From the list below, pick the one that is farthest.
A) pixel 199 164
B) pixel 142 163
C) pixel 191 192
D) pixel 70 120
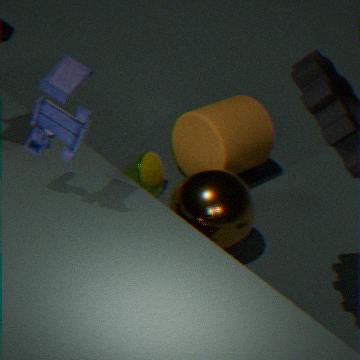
pixel 199 164
